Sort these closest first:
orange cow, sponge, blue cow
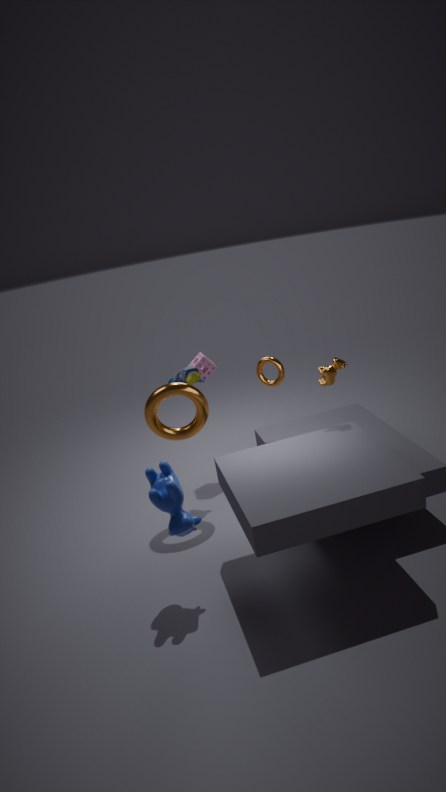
blue cow
orange cow
sponge
